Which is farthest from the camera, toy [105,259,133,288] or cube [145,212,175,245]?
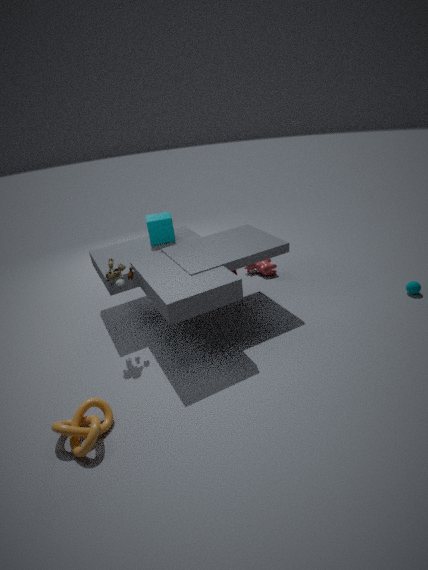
cube [145,212,175,245]
